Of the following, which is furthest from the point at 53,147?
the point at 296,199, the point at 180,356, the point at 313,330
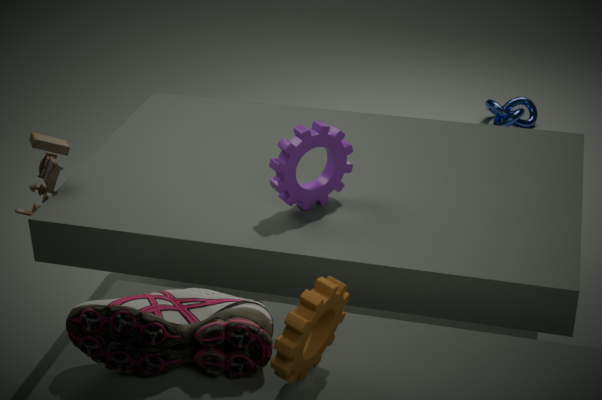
the point at 313,330
